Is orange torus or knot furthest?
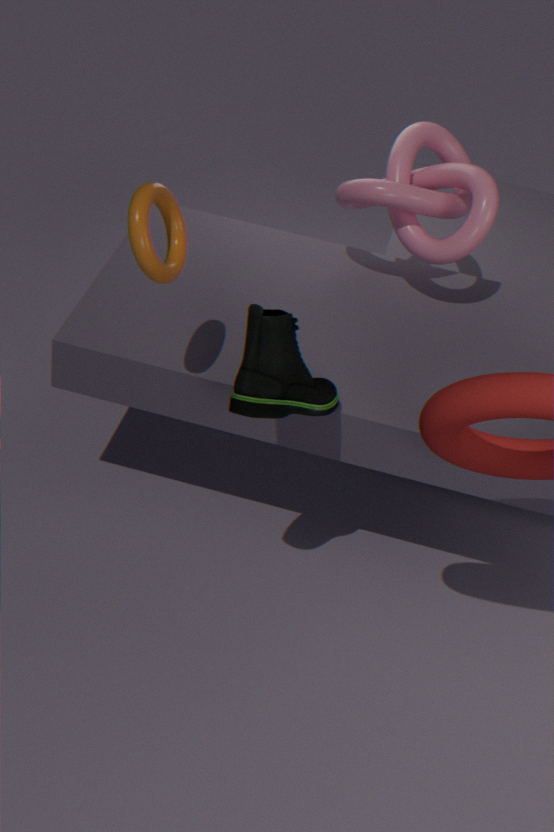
knot
